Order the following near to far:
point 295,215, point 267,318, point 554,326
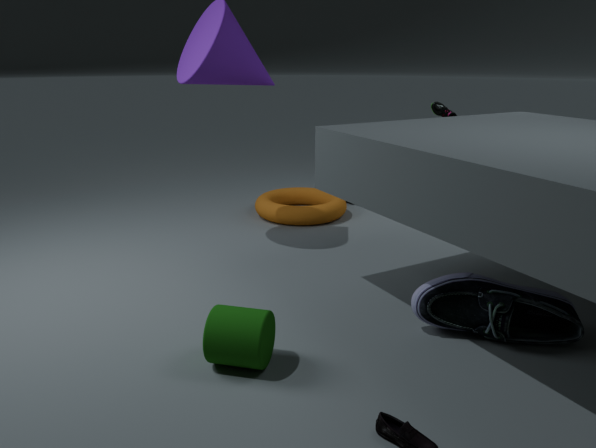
point 267,318 → point 554,326 → point 295,215
